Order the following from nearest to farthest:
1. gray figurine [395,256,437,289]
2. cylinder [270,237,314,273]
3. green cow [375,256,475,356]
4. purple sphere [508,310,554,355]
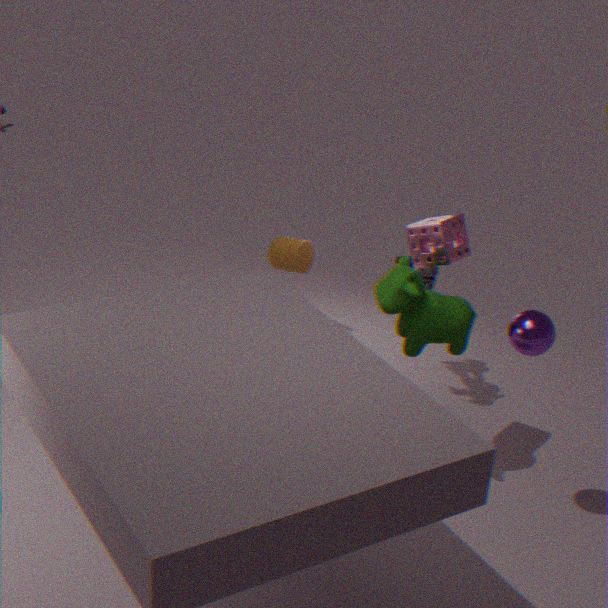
1. purple sphere [508,310,554,355]
2. green cow [375,256,475,356]
3. gray figurine [395,256,437,289]
4. cylinder [270,237,314,273]
